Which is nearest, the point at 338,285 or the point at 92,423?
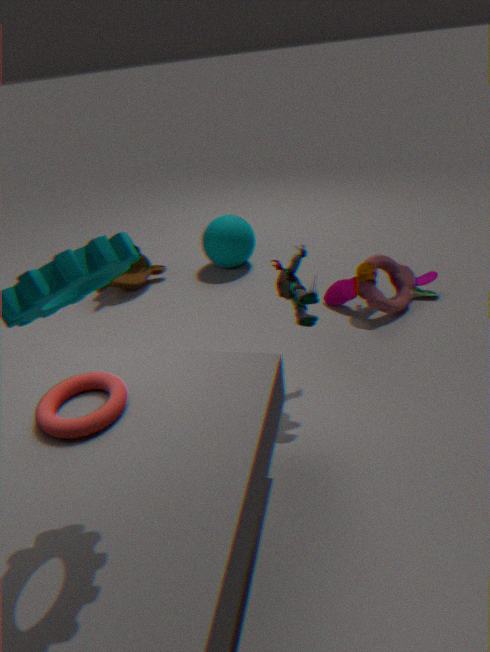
the point at 92,423
